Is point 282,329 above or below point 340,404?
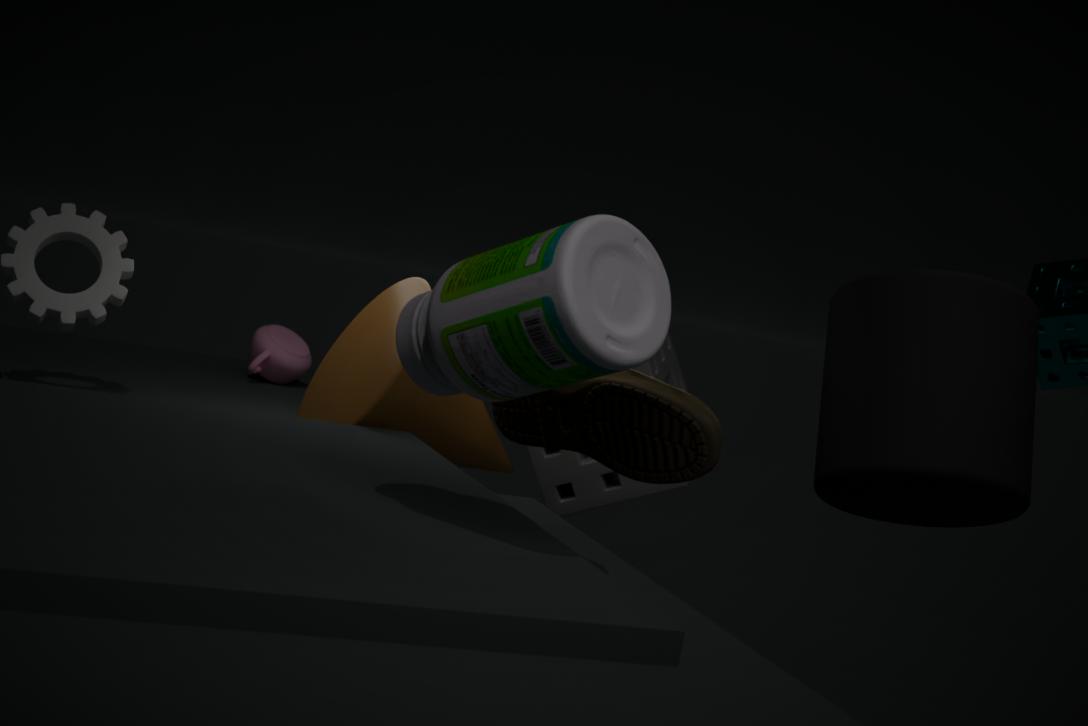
below
